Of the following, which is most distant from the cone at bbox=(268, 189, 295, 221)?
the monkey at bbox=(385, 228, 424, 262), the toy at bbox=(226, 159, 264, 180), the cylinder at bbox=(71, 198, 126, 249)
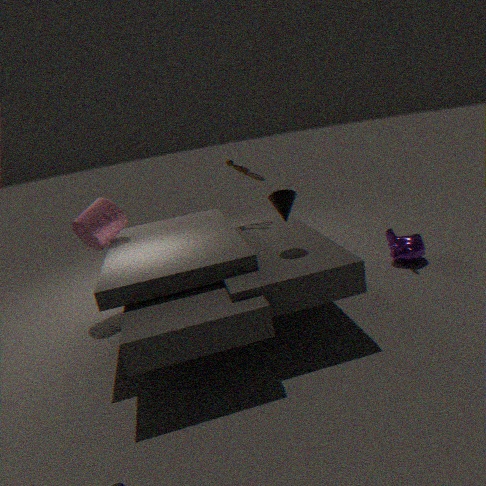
the cylinder at bbox=(71, 198, 126, 249)
